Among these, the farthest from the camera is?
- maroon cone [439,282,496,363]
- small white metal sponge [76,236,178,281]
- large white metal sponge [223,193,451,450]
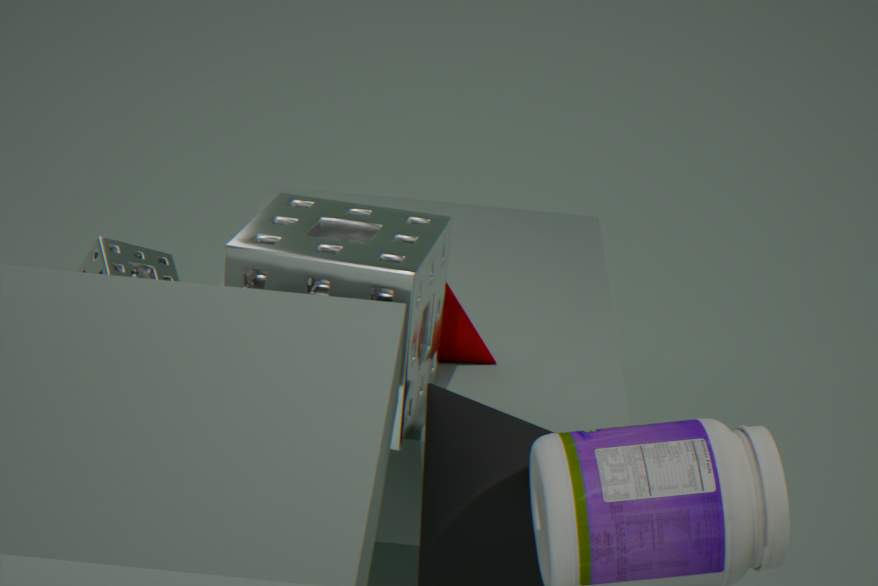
small white metal sponge [76,236,178,281]
